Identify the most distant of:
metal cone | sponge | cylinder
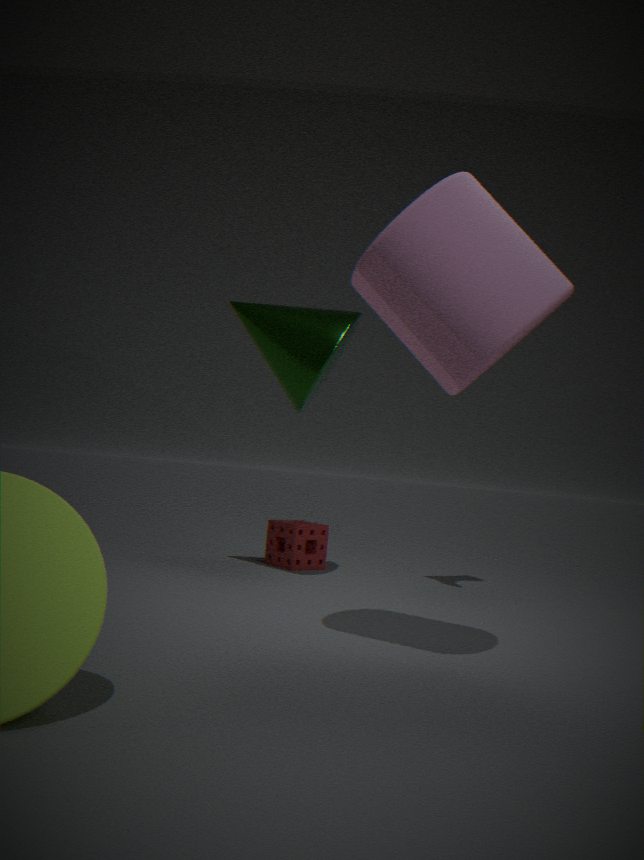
sponge
